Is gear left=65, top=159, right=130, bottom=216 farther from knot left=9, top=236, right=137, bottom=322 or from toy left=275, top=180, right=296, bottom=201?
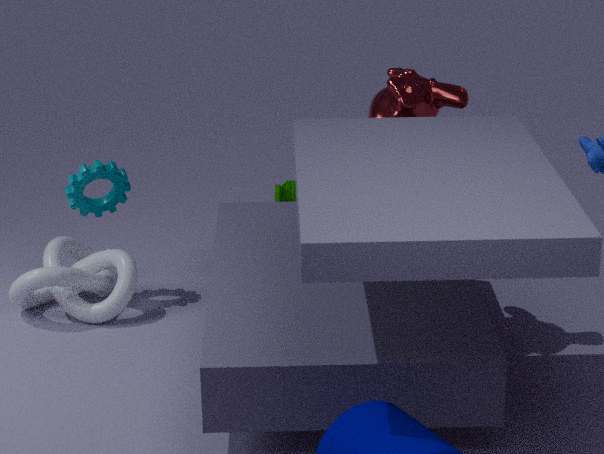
toy left=275, top=180, right=296, bottom=201
